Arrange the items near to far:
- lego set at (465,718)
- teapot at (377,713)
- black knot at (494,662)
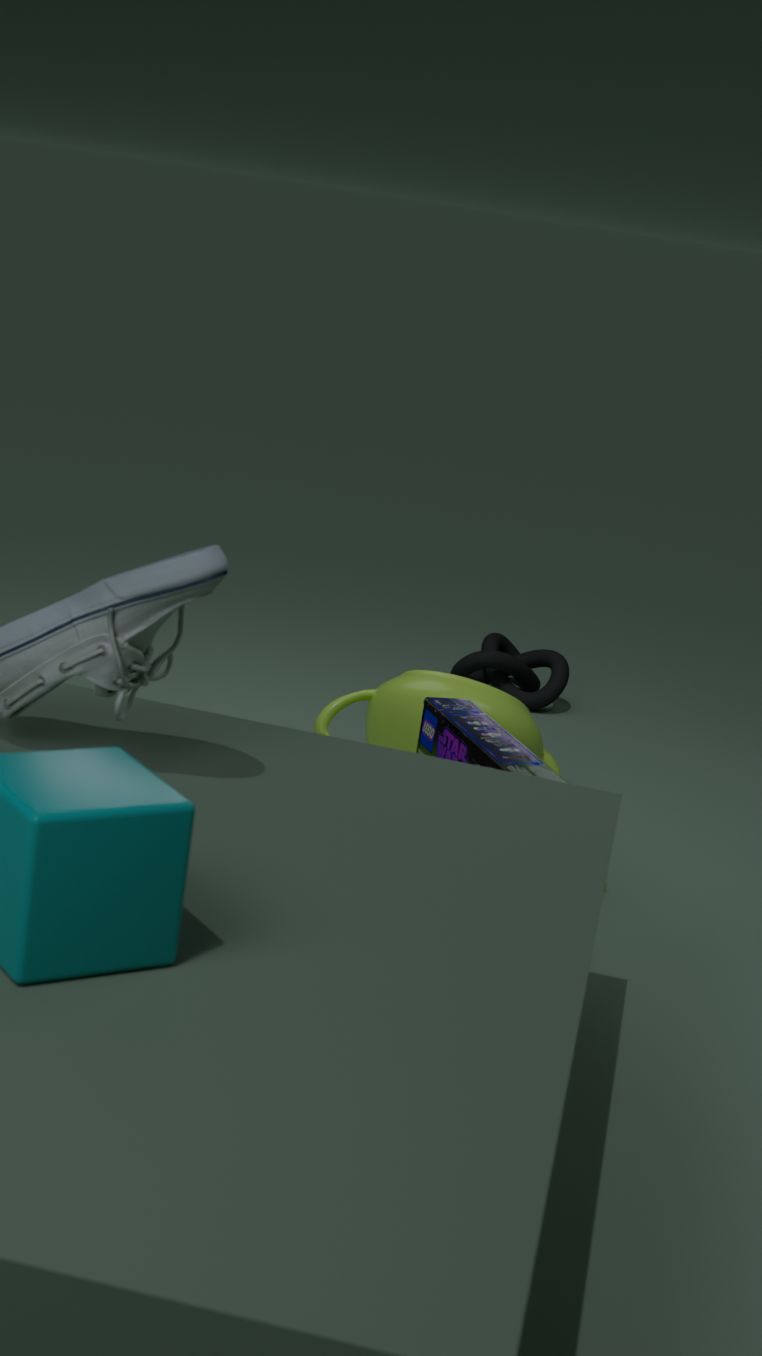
lego set at (465,718) < teapot at (377,713) < black knot at (494,662)
